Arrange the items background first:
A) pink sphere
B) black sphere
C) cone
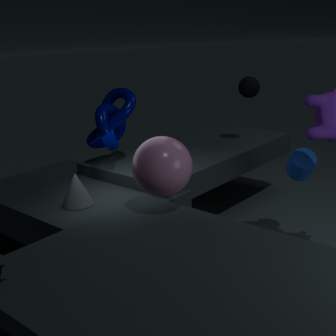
1. black sphere
2. cone
3. pink sphere
